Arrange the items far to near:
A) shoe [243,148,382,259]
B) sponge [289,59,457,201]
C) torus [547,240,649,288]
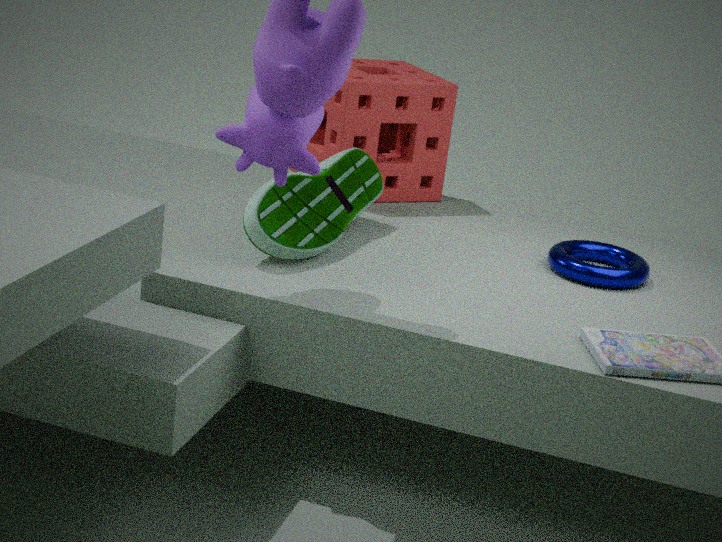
sponge [289,59,457,201]
torus [547,240,649,288]
shoe [243,148,382,259]
